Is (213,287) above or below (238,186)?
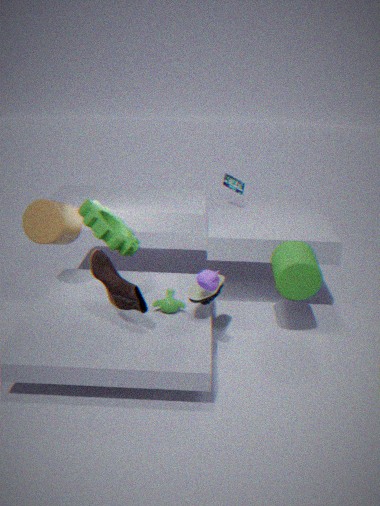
below
